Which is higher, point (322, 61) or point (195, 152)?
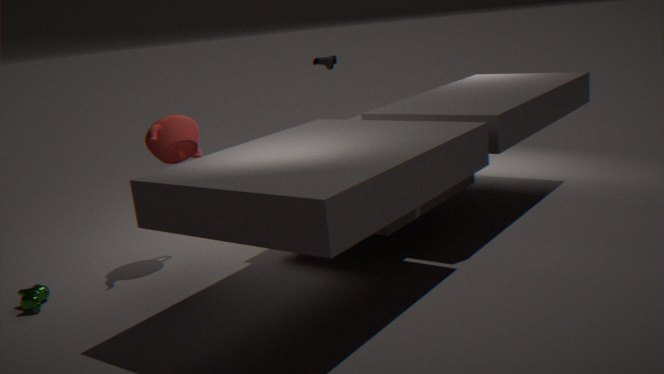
point (322, 61)
